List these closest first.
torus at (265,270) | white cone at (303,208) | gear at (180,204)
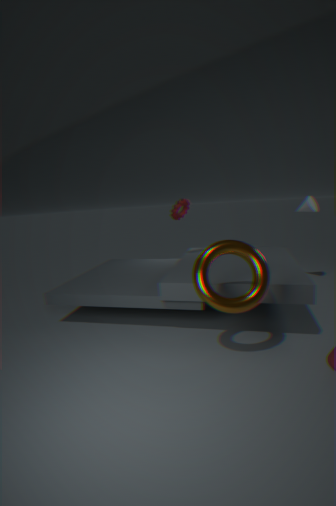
torus at (265,270), gear at (180,204), white cone at (303,208)
